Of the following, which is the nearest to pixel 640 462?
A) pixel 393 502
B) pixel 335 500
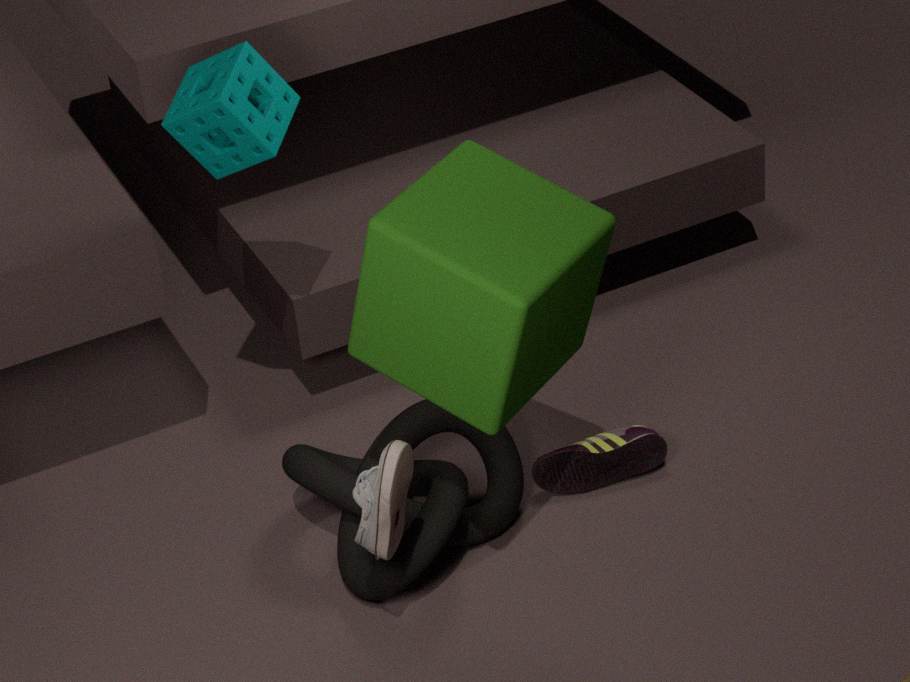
pixel 335 500
